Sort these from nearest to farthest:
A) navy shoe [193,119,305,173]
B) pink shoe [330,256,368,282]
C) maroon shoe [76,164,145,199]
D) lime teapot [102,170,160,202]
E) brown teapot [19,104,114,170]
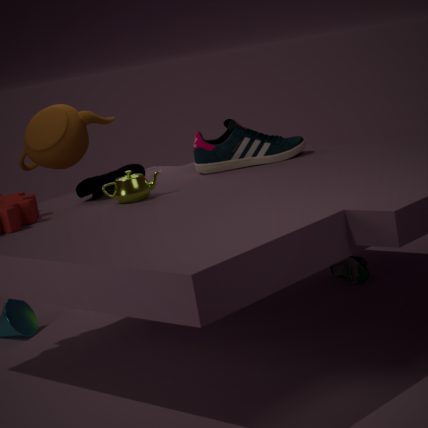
1. lime teapot [102,170,160,202]
2. maroon shoe [76,164,145,199]
3. navy shoe [193,119,305,173]
4. pink shoe [330,256,368,282]
5. brown teapot [19,104,114,170]
